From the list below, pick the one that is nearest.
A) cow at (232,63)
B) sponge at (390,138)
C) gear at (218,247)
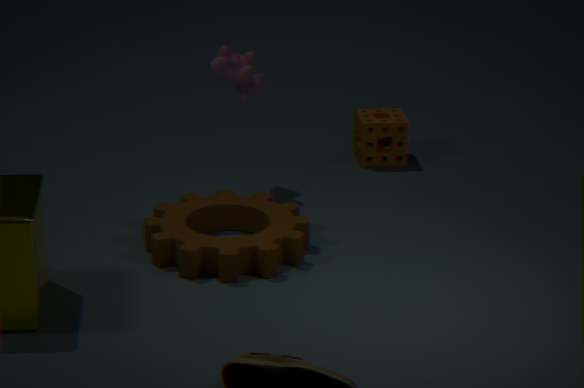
gear at (218,247)
